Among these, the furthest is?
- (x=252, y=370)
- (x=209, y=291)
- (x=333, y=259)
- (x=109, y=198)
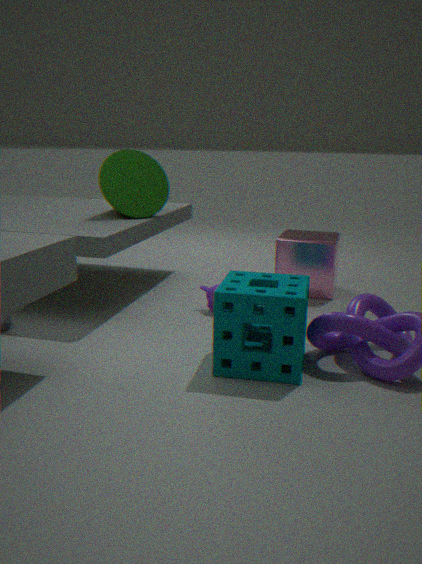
(x=333, y=259)
